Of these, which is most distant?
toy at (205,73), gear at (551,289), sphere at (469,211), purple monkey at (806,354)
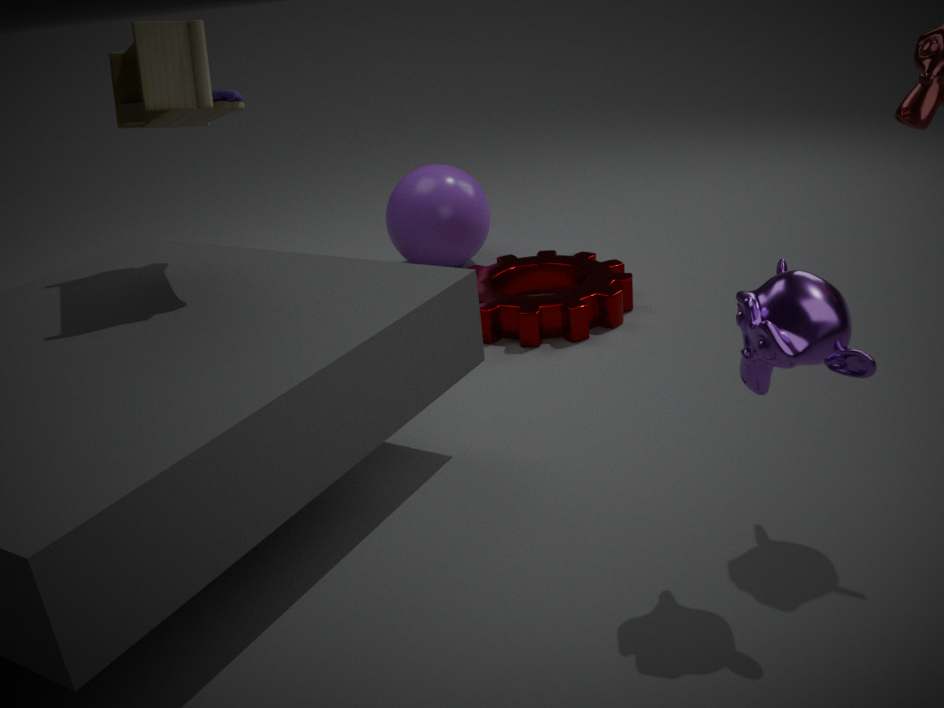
sphere at (469,211)
